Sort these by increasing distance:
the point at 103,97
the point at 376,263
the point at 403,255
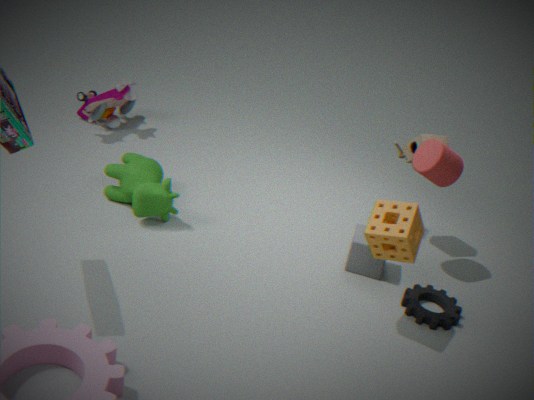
the point at 403,255 → the point at 376,263 → the point at 103,97
